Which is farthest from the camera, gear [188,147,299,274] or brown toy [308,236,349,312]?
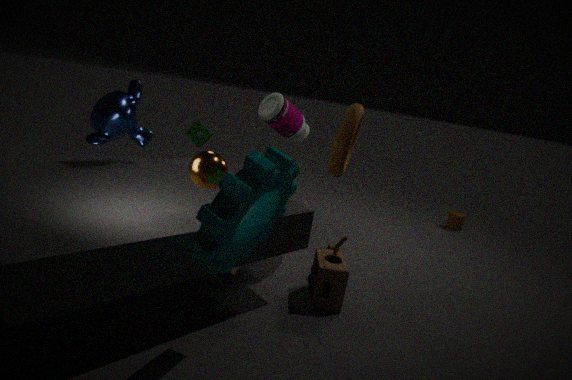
brown toy [308,236,349,312]
